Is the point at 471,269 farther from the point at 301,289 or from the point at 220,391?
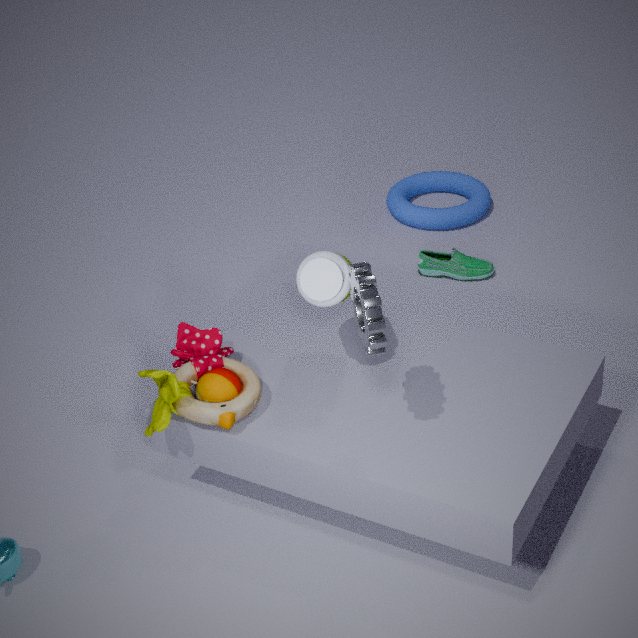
the point at 220,391
